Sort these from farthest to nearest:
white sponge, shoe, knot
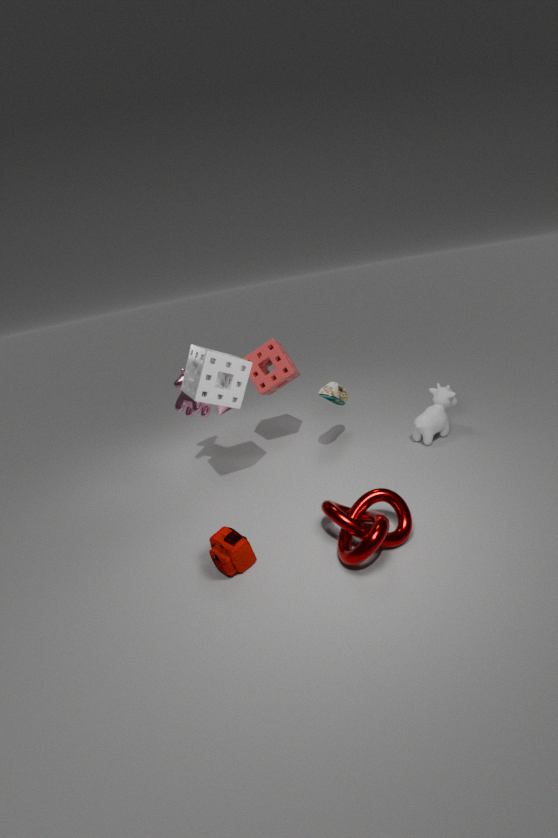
shoe, white sponge, knot
